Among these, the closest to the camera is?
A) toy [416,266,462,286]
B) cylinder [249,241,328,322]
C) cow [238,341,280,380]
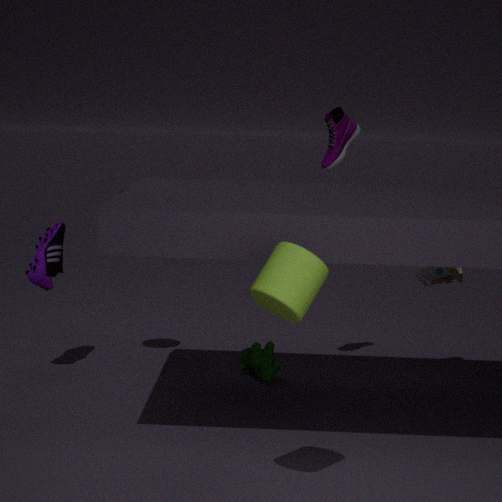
cylinder [249,241,328,322]
